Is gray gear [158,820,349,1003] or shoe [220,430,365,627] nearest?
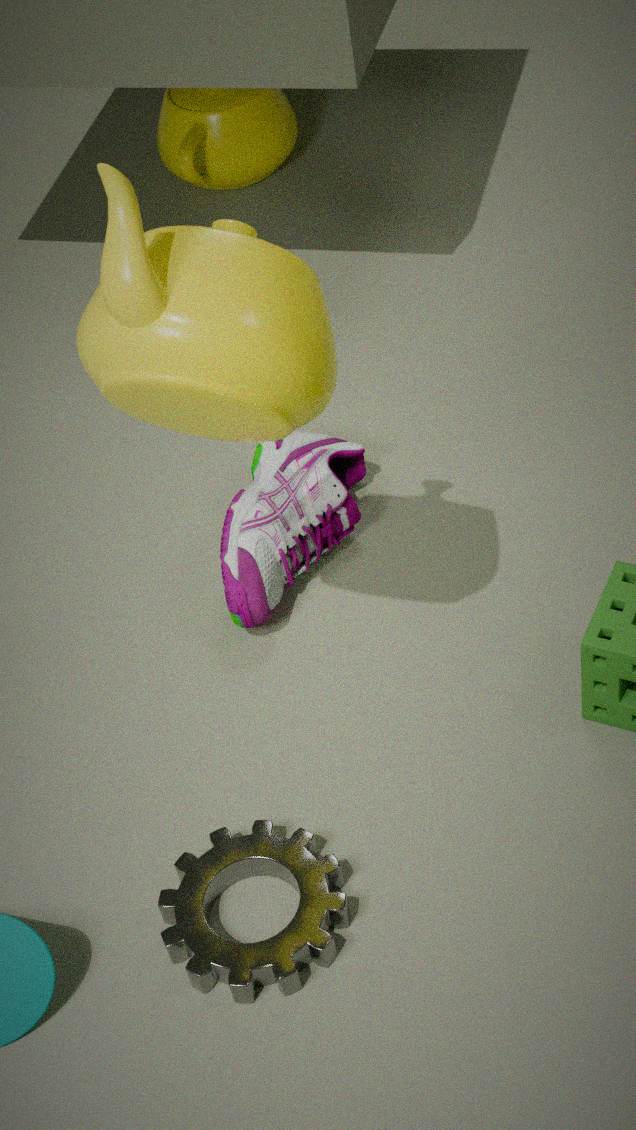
gray gear [158,820,349,1003]
